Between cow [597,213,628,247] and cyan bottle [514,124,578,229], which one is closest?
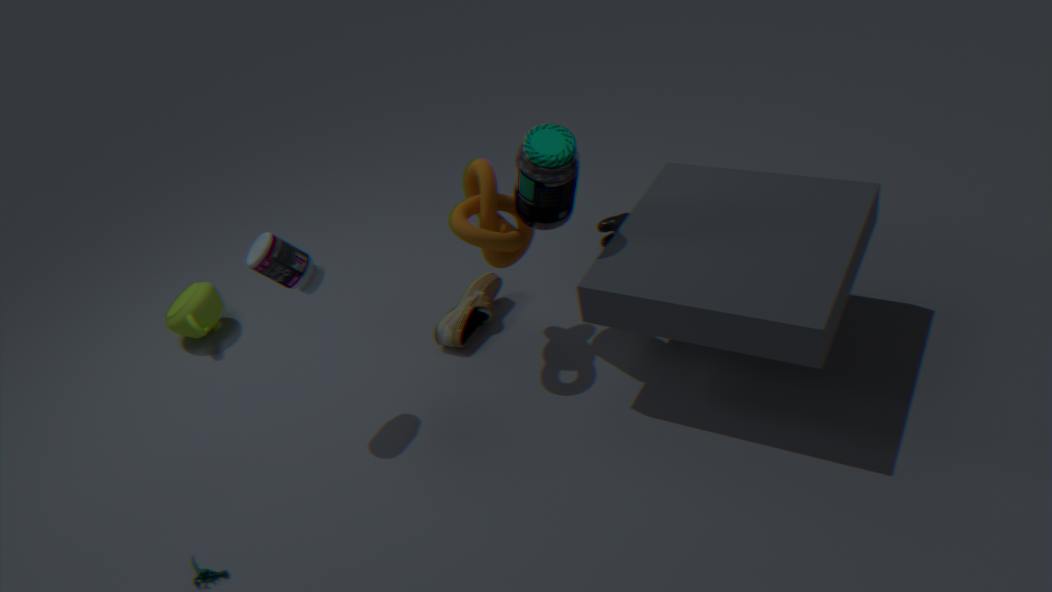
cyan bottle [514,124,578,229]
